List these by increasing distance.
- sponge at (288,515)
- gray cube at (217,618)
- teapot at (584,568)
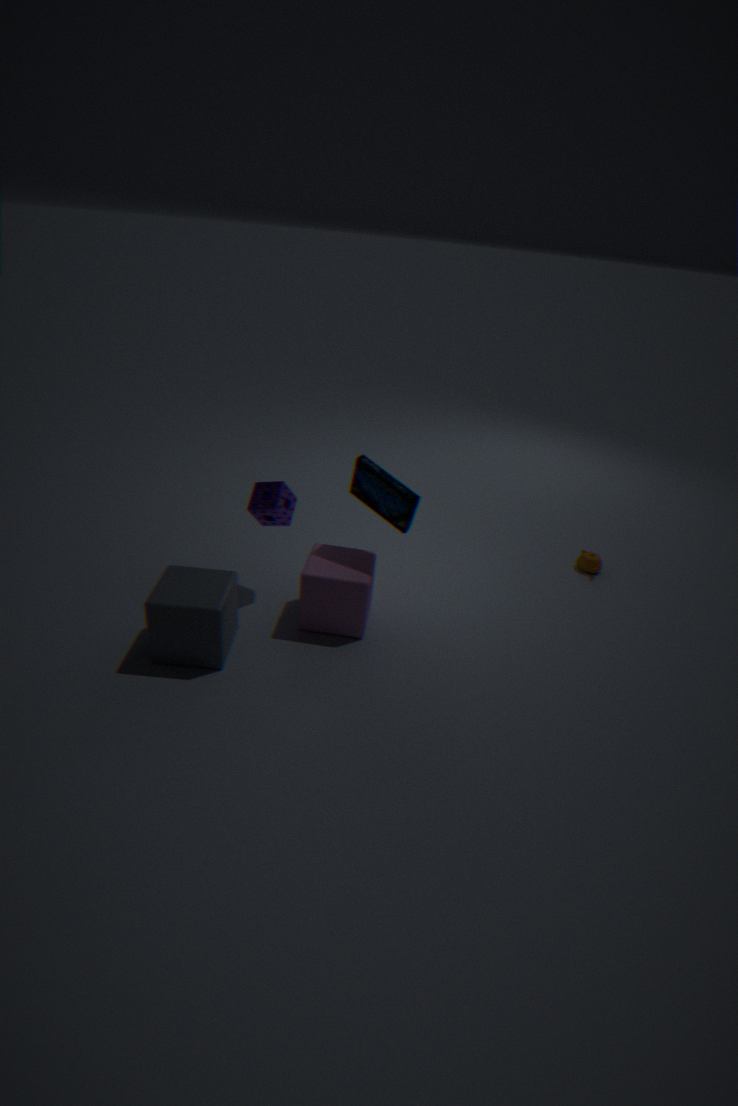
gray cube at (217,618) → sponge at (288,515) → teapot at (584,568)
